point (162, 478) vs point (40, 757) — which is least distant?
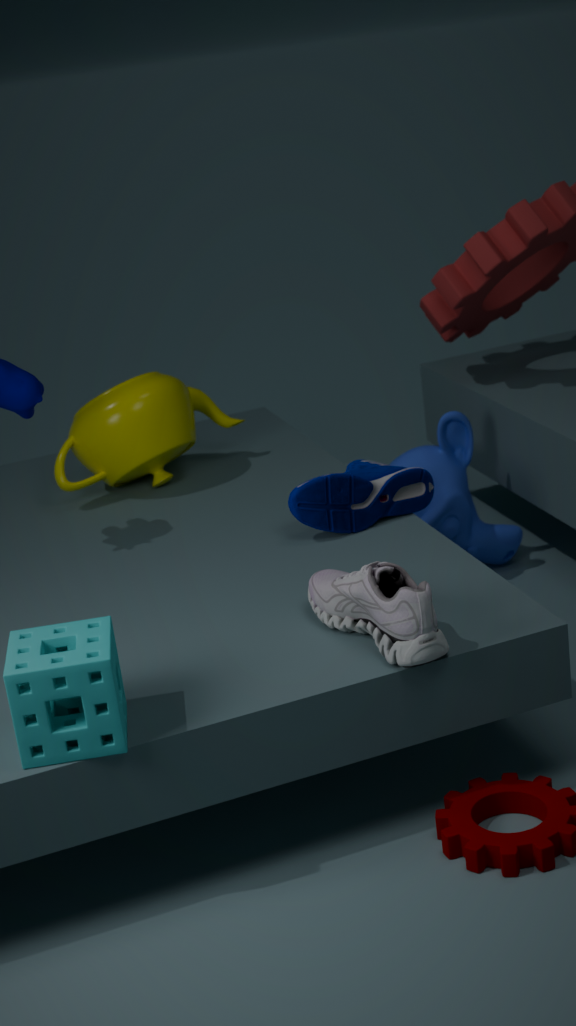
point (40, 757)
